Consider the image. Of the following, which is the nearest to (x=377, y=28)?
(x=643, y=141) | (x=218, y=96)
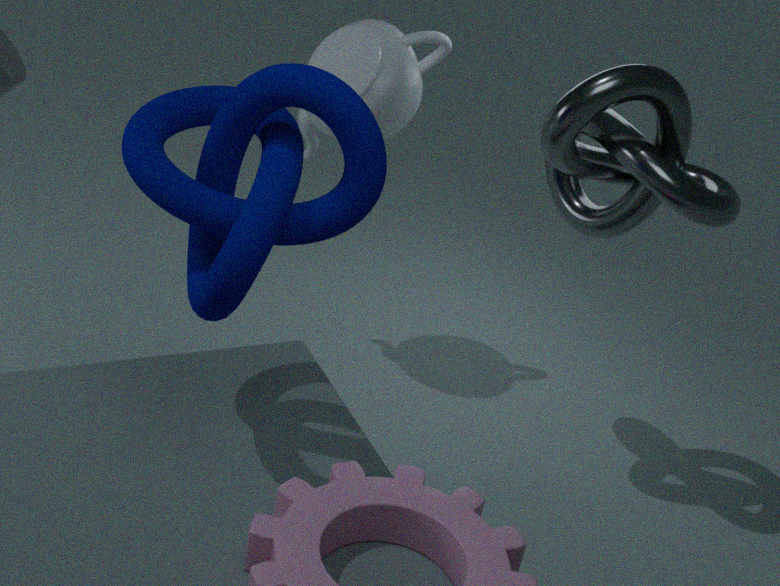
(x=643, y=141)
